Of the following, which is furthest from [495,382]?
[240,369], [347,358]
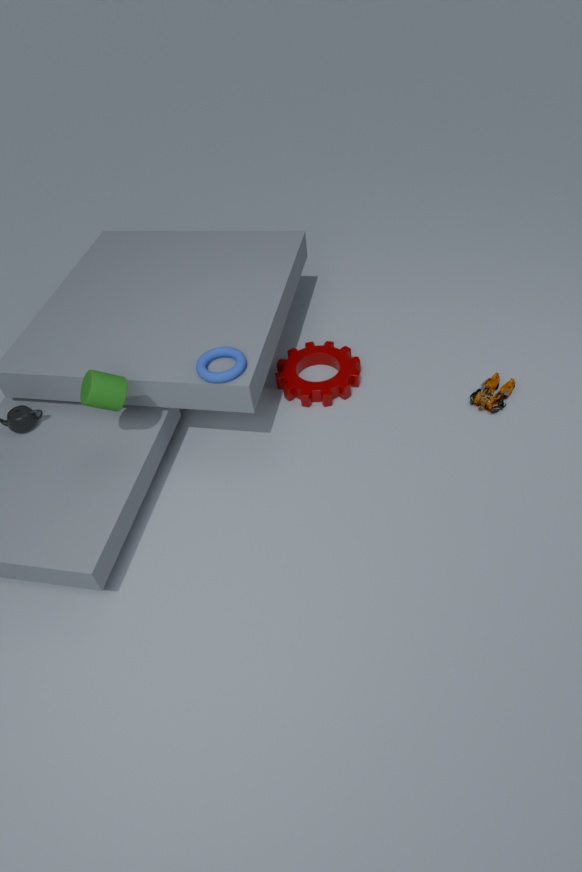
[240,369]
